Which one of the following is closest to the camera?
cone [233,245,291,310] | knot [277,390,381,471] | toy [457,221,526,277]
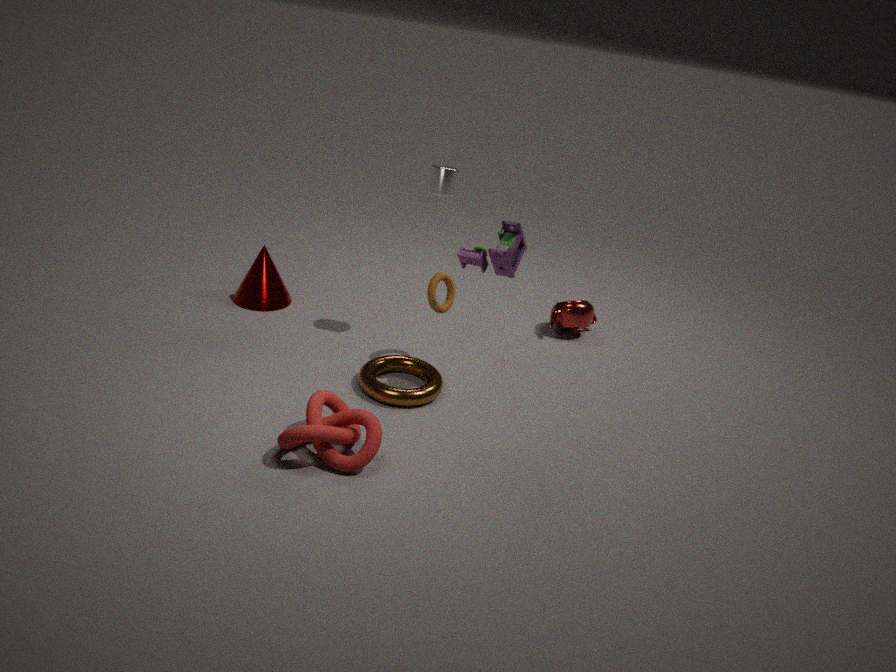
knot [277,390,381,471]
